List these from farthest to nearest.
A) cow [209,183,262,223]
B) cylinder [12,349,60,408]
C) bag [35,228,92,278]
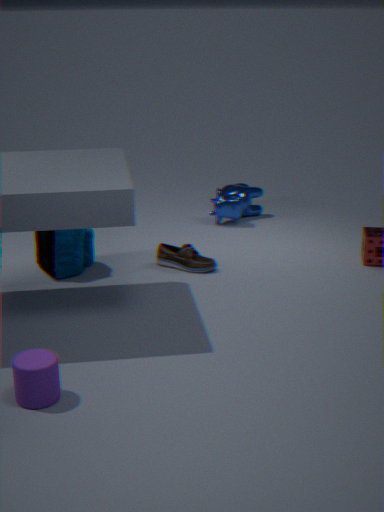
1. cow [209,183,262,223]
2. bag [35,228,92,278]
3. cylinder [12,349,60,408]
